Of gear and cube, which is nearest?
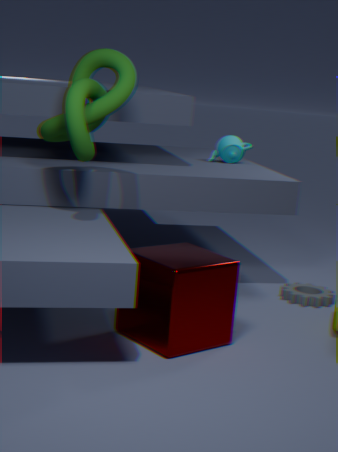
cube
